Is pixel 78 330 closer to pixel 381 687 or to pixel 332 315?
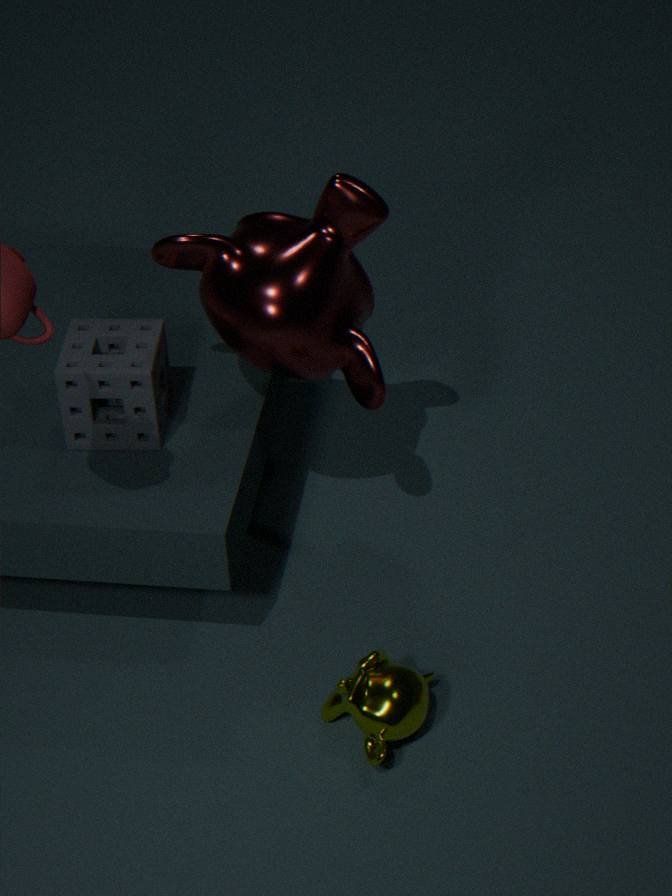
pixel 332 315
